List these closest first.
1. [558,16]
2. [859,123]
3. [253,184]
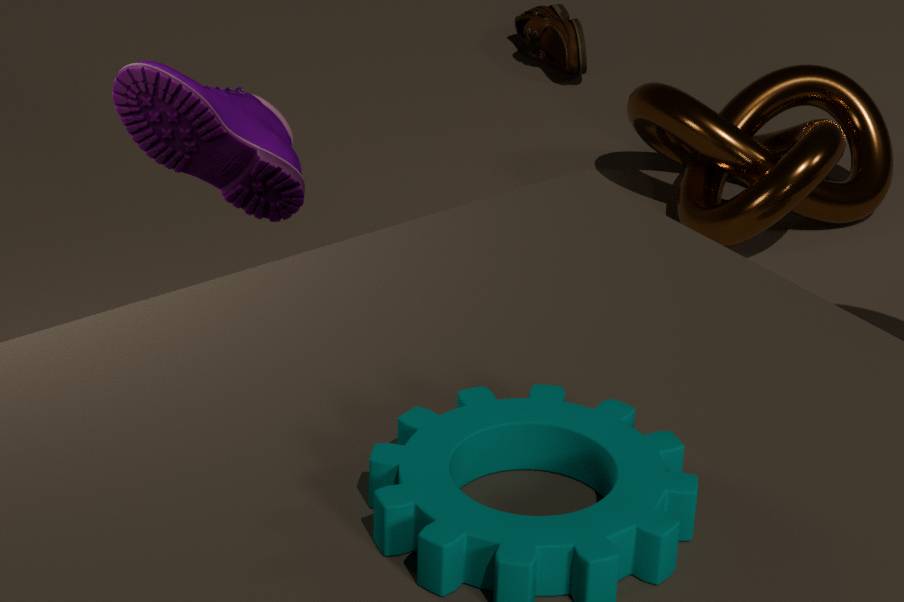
[253,184], [859,123], [558,16]
